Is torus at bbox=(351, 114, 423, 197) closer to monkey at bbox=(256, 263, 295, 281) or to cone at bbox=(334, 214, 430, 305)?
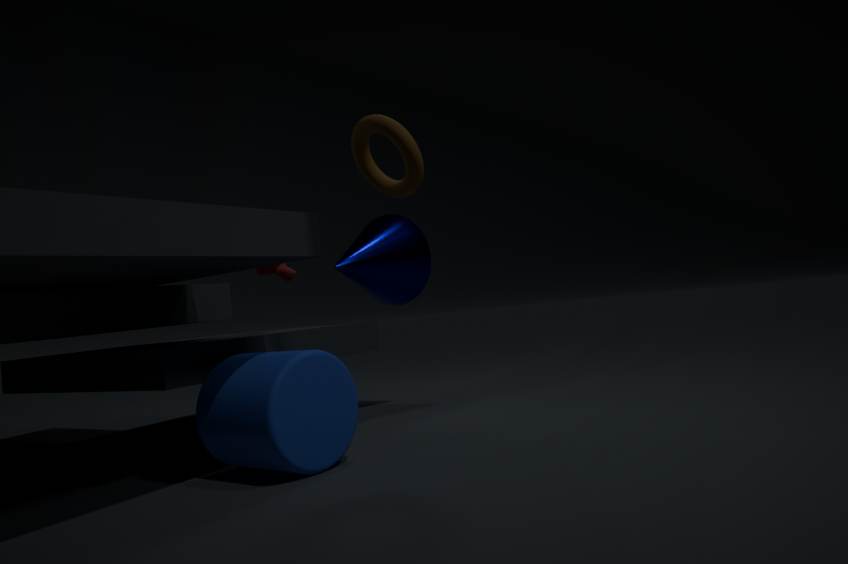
cone at bbox=(334, 214, 430, 305)
